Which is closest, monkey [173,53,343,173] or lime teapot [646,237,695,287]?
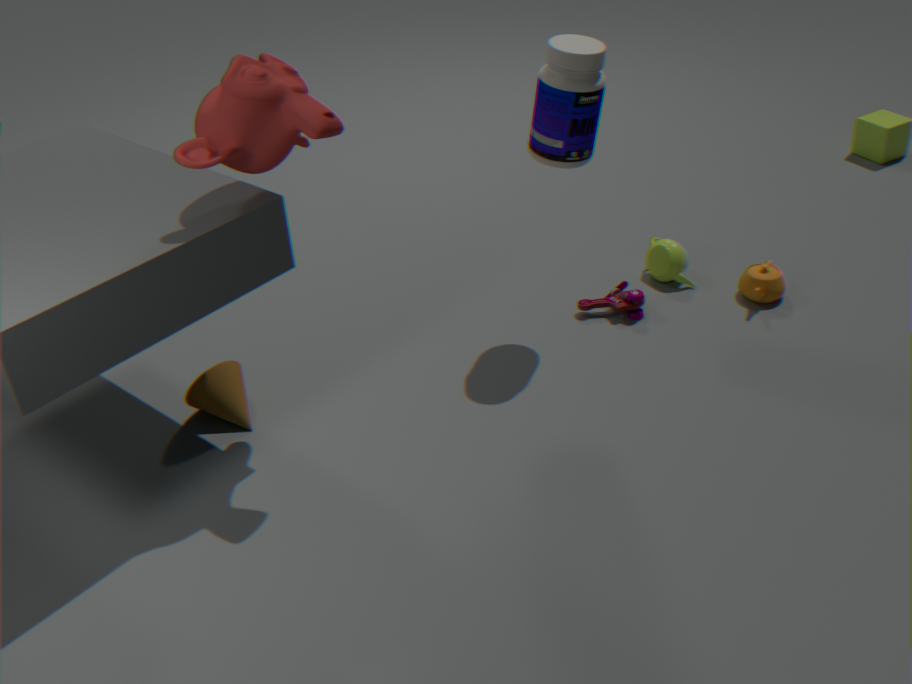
monkey [173,53,343,173]
